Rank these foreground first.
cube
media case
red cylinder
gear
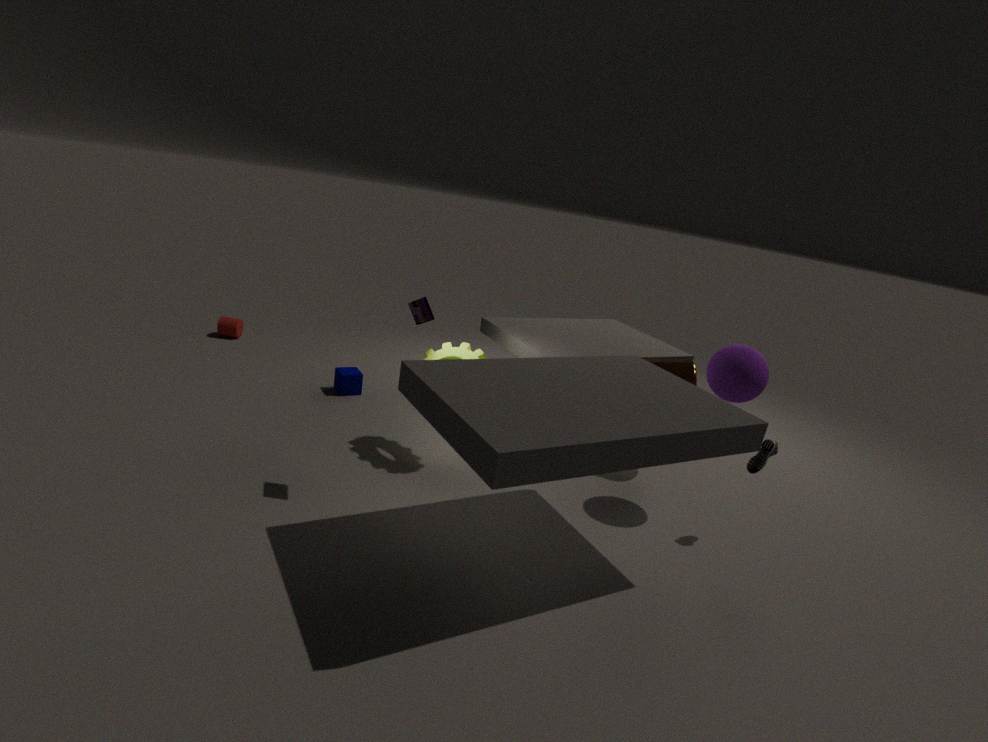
media case
gear
cube
red cylinder
